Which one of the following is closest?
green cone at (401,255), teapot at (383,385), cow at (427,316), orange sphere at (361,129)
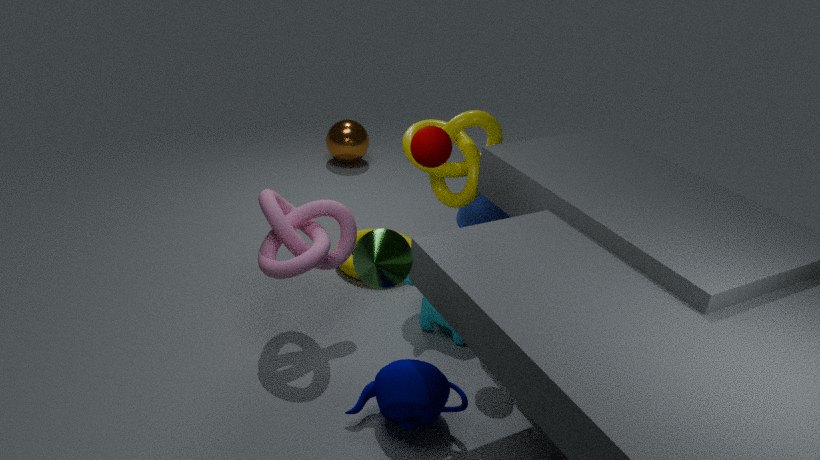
green cone at (401,255)
